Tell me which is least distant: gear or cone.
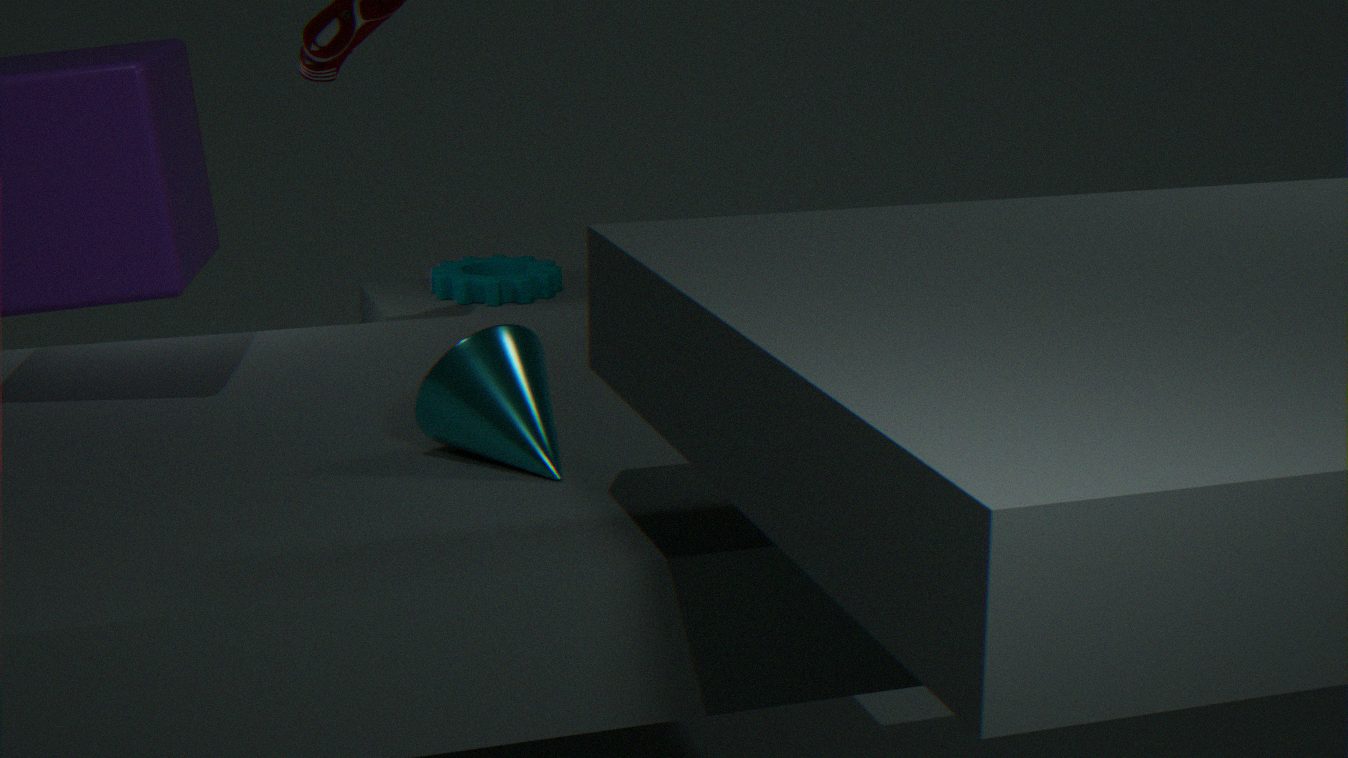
cone
